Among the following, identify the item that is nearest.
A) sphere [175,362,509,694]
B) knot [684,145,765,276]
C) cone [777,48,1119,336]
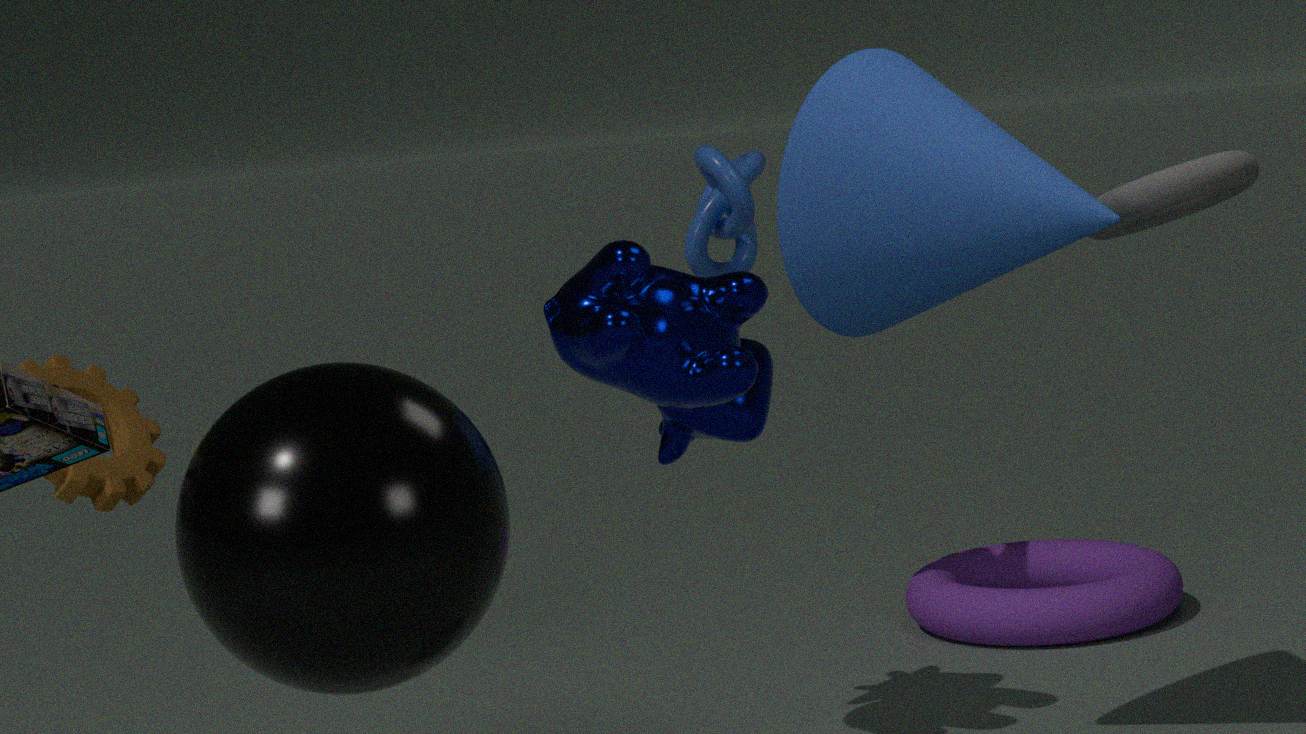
sphere [175,362,509,694]
